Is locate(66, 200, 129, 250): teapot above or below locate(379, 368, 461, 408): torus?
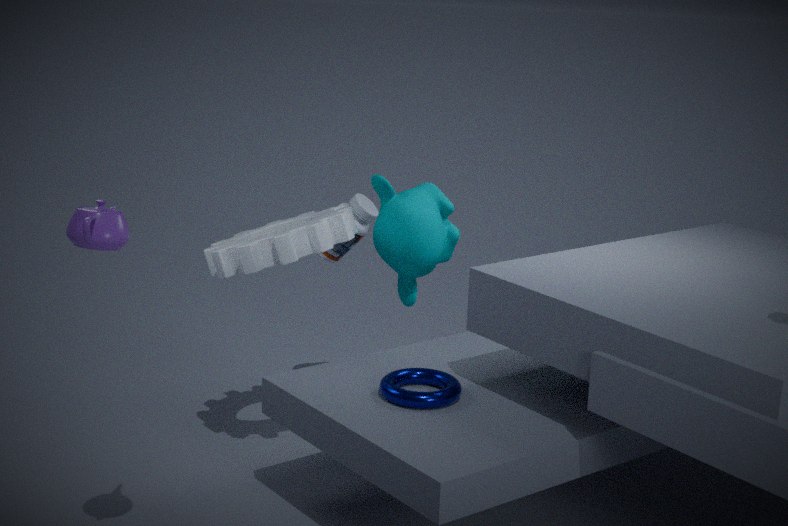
above
